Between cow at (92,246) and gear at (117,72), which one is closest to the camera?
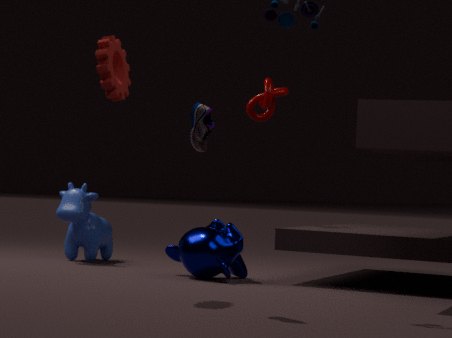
gear at (117,72)
